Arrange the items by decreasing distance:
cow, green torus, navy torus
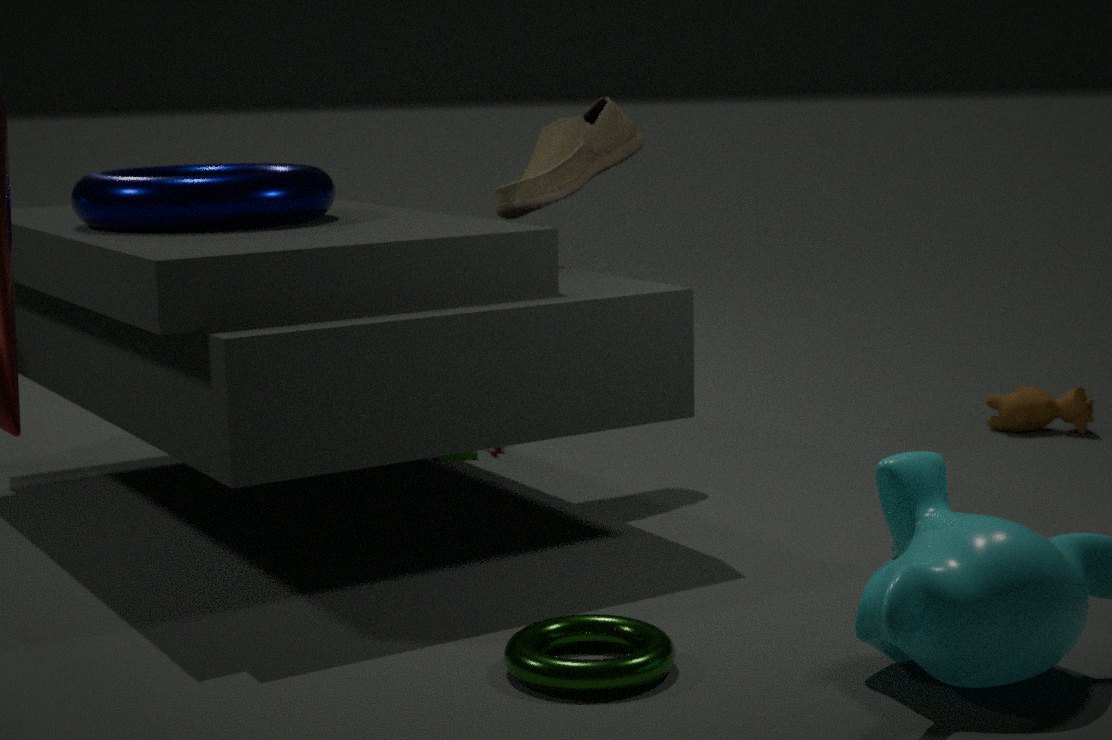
1. cow
2. navy torus
3. green torus
